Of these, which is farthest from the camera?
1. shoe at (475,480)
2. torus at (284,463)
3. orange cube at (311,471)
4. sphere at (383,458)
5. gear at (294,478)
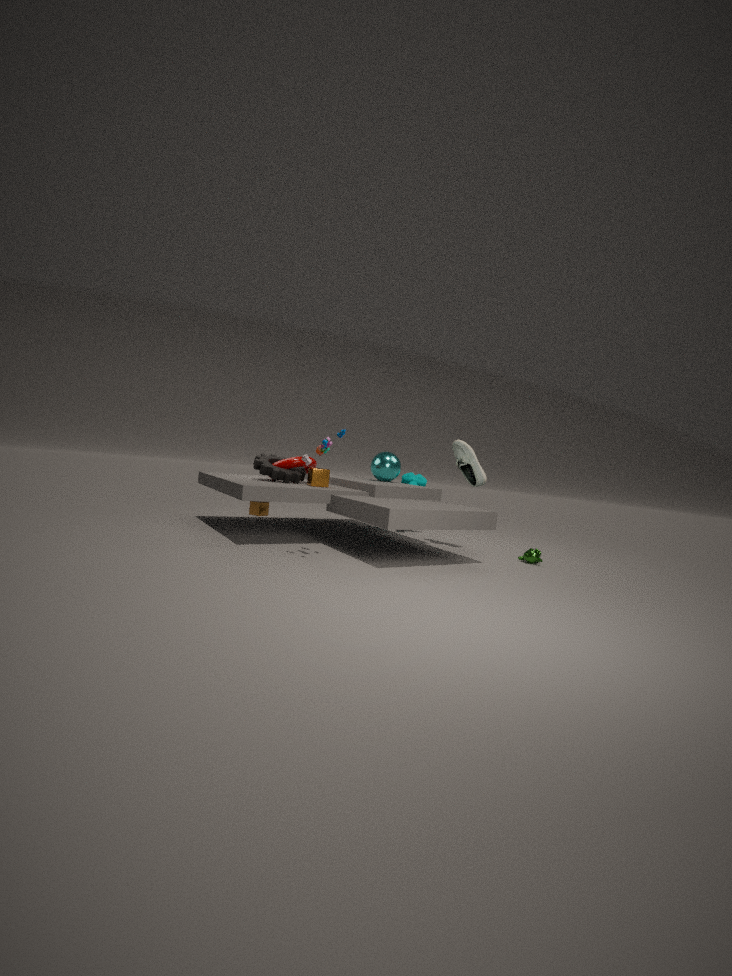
sphere at (383,458)
